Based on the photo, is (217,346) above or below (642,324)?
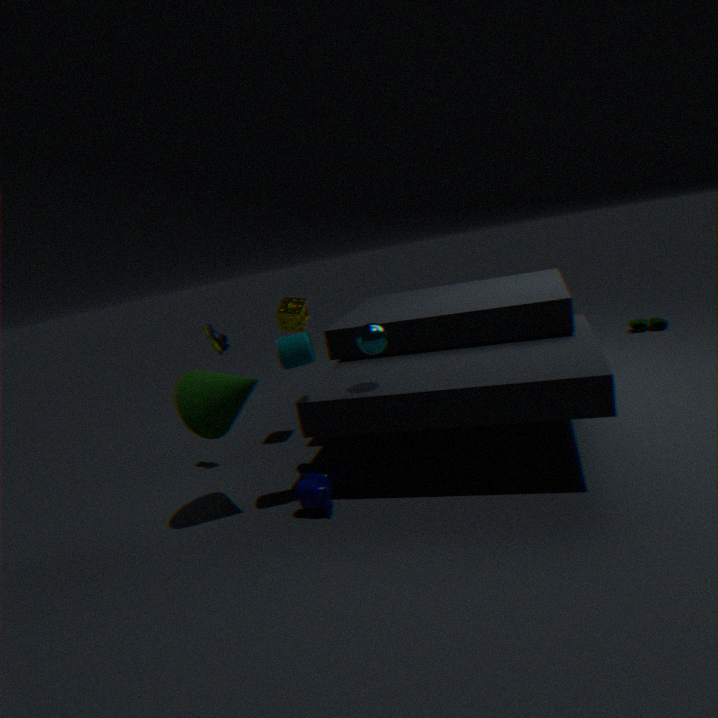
above
